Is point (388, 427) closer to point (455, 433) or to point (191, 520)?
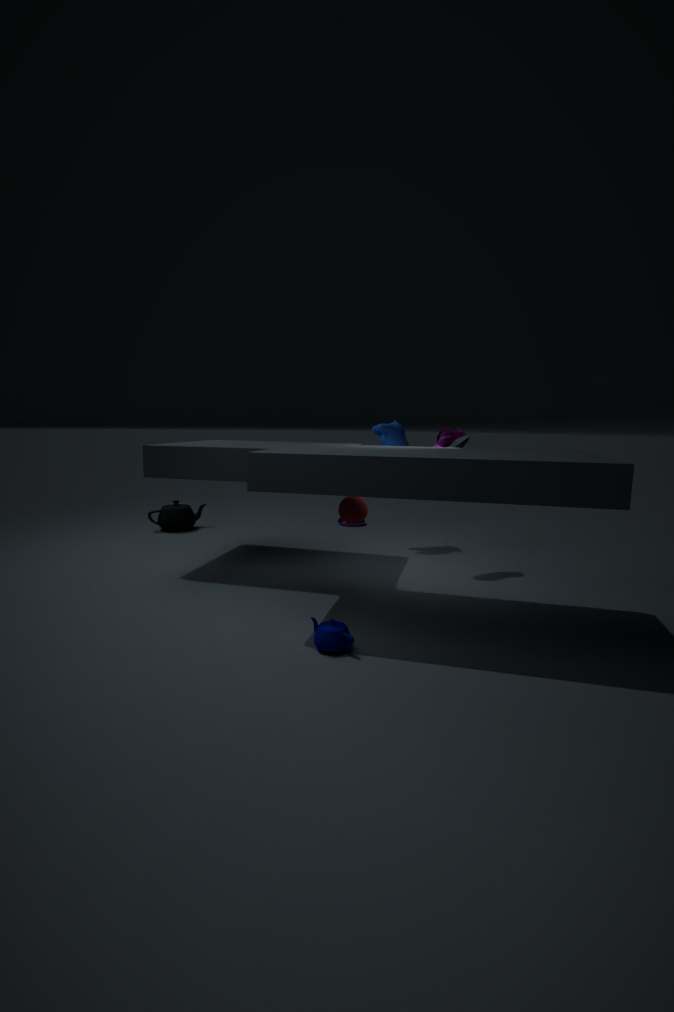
point (455, 433)
